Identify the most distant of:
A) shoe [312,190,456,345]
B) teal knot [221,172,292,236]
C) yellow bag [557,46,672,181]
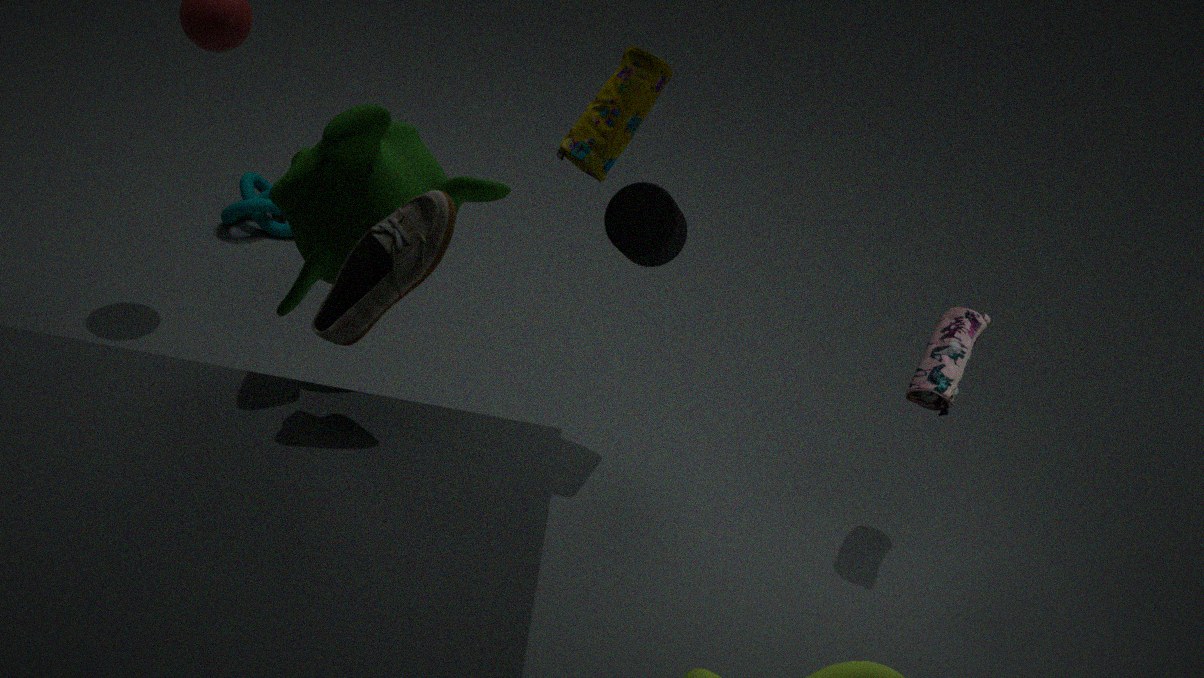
teal knot [221,172,292,236]
